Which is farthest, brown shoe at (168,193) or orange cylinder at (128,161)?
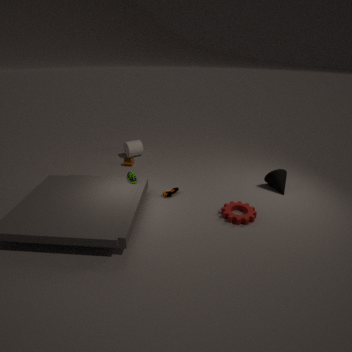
orange cylinder at (128,161)
